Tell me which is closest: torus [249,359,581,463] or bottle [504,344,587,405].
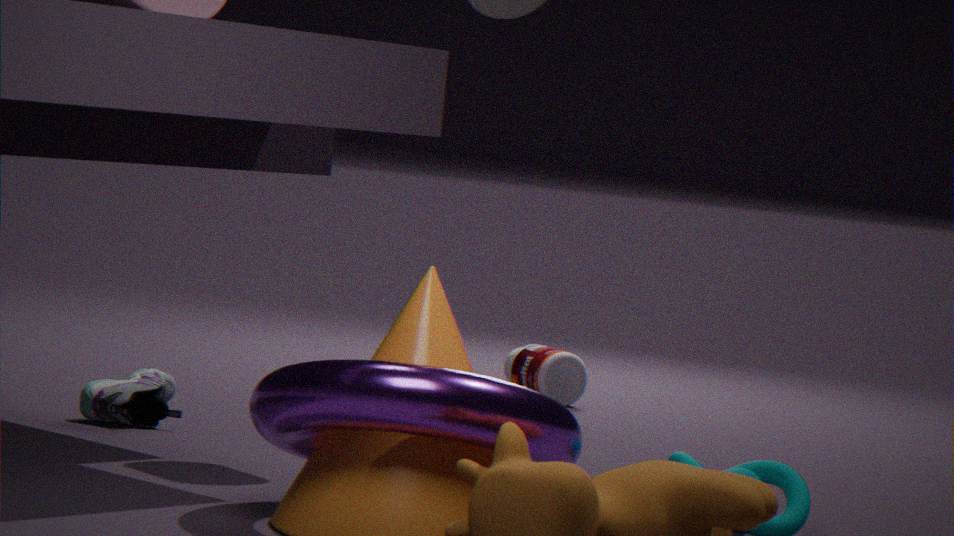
torus [249,359,581,463]
